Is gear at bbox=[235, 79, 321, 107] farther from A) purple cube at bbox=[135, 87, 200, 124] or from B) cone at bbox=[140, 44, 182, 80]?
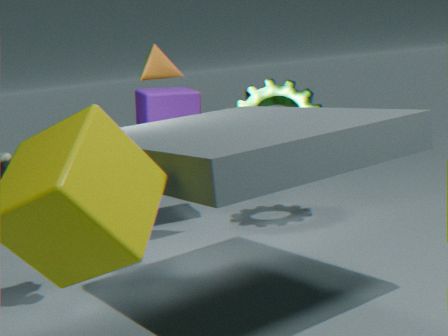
B) cone at bbox=[140, 44, 182, 80]
